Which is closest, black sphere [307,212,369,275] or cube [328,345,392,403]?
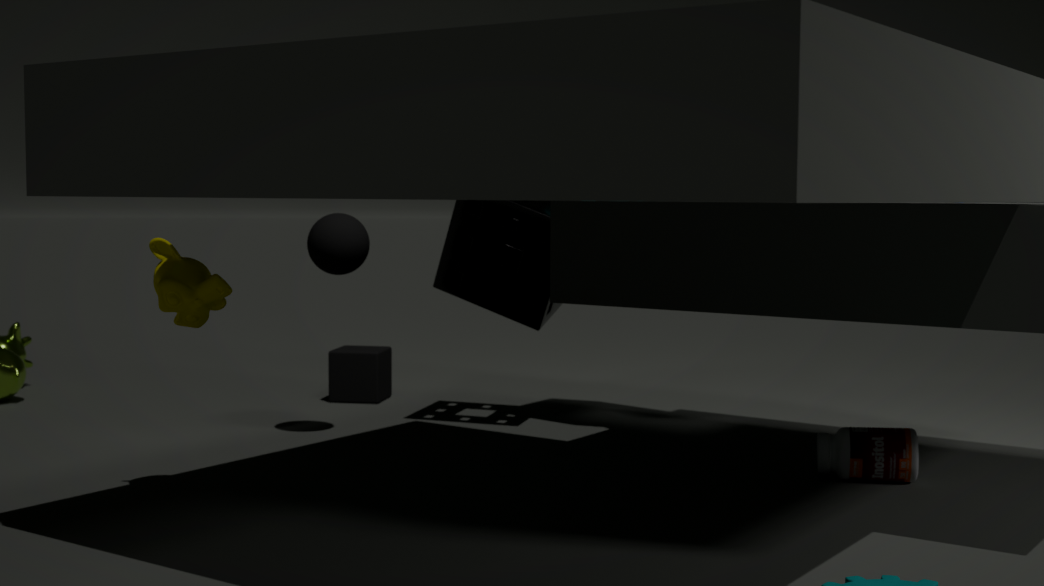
black sphere [307,212,369,275]
